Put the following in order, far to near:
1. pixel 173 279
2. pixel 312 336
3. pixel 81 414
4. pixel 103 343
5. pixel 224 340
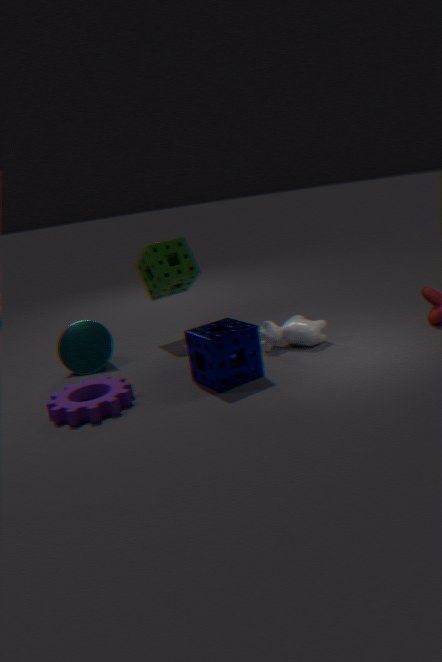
pixel 173 279 → pixel 103 343 → pixel 312 336 → pixel 224 340 → pixel 81 414
